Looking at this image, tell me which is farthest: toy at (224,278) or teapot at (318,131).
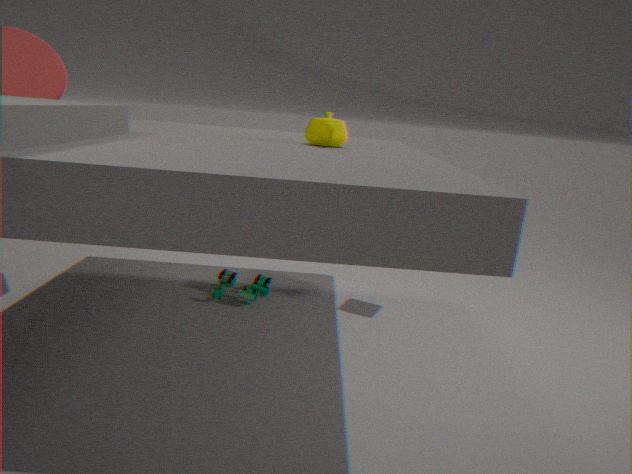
toy at (224,278)
